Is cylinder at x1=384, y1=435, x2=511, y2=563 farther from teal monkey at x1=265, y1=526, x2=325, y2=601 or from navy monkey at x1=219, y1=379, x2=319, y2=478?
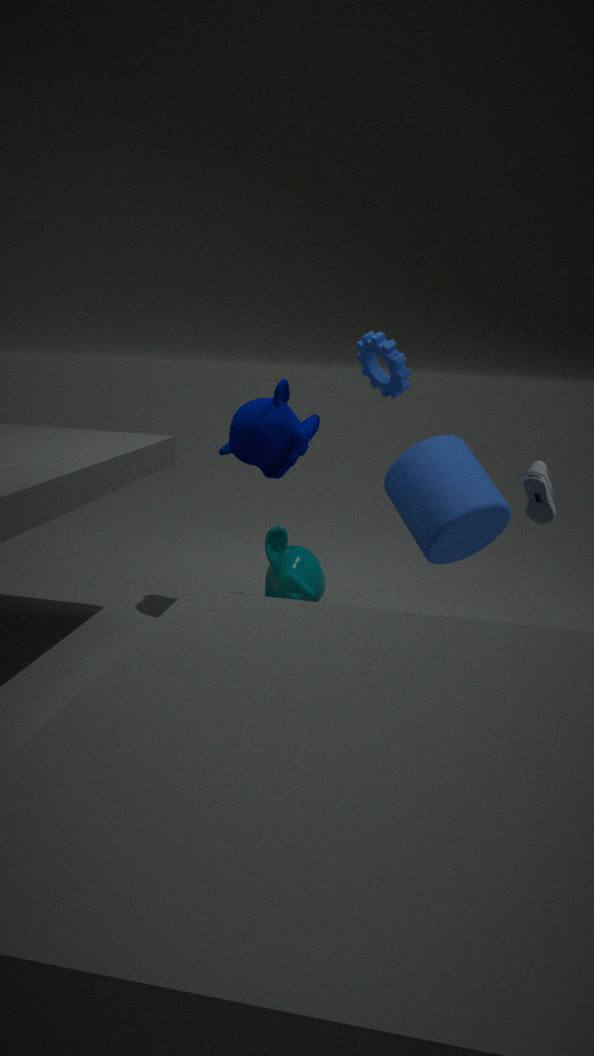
teal monkey at x1=265, y1=526, x2=325, y2=601
